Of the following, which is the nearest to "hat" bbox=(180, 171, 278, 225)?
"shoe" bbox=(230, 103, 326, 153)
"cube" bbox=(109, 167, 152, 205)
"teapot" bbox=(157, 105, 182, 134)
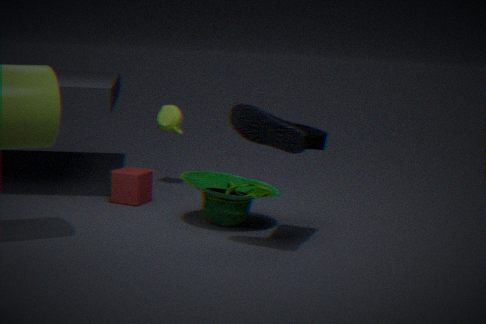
"shoe" bbox=(230, 103, 326, 153)
